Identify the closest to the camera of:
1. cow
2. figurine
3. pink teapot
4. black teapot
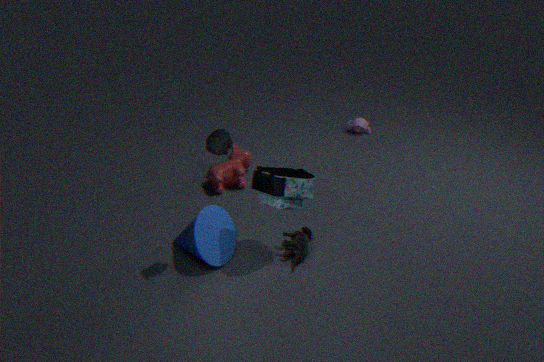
black teapot
